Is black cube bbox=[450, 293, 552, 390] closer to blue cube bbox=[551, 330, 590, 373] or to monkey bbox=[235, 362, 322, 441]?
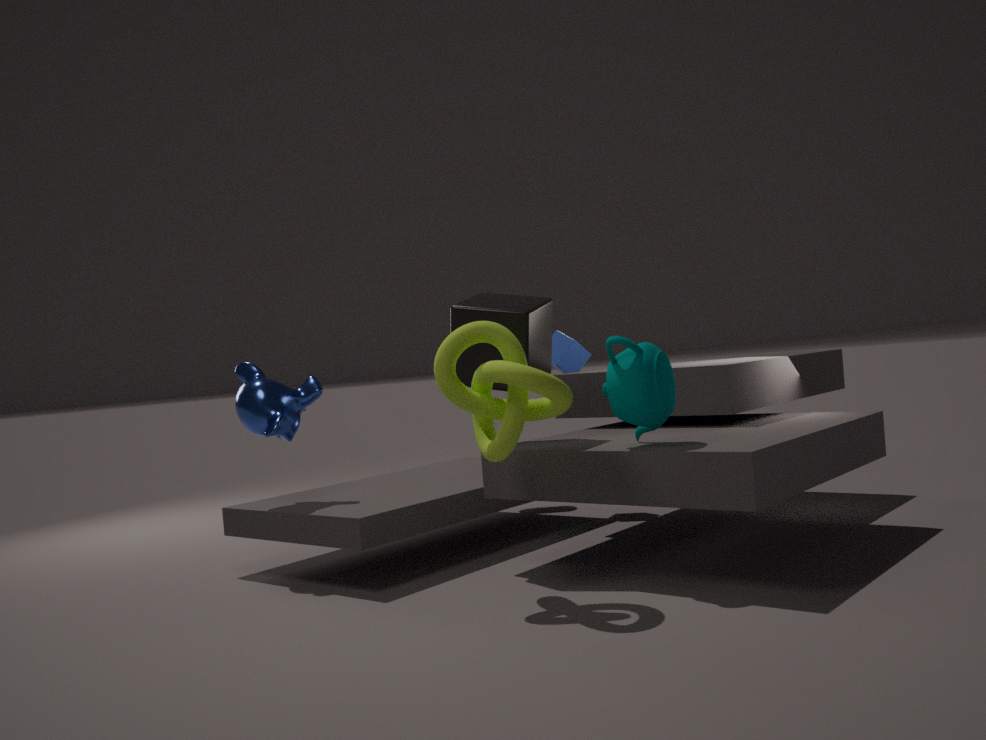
monkey bbox=[235, 362, 322, 441]
